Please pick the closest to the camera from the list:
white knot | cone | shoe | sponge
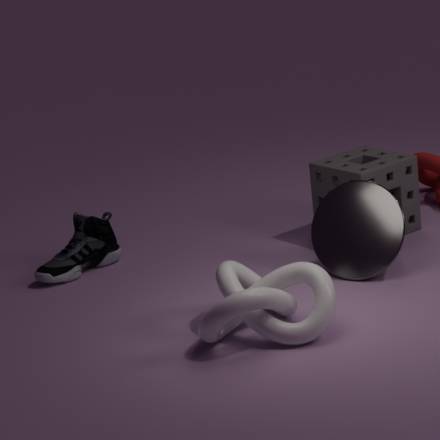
white knot
